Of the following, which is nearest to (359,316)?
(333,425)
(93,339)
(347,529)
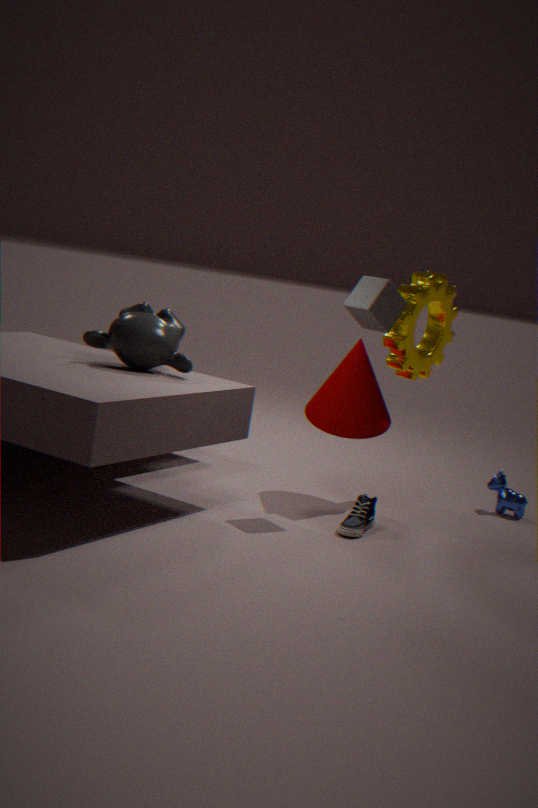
(333,425)
